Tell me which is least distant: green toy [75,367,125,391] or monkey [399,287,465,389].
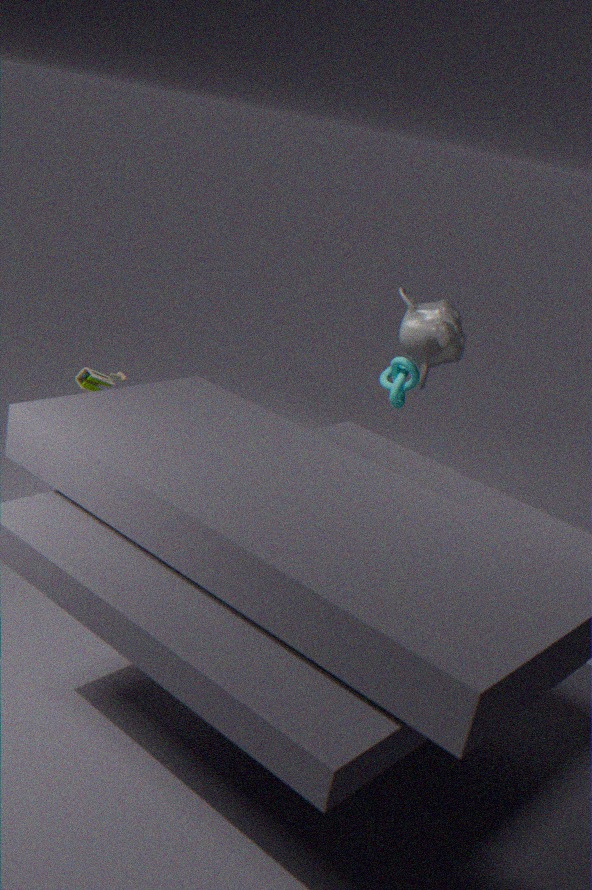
green toy [75,367,125,391]
